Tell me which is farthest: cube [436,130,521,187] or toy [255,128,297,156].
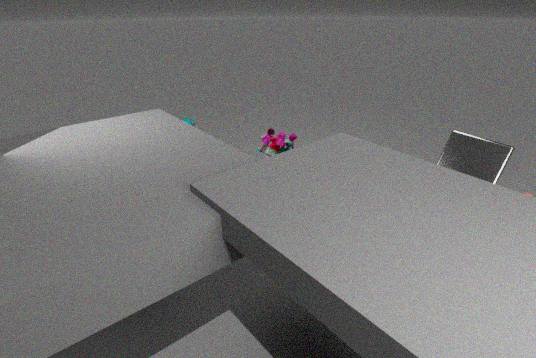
toy [255,128,297,156]
